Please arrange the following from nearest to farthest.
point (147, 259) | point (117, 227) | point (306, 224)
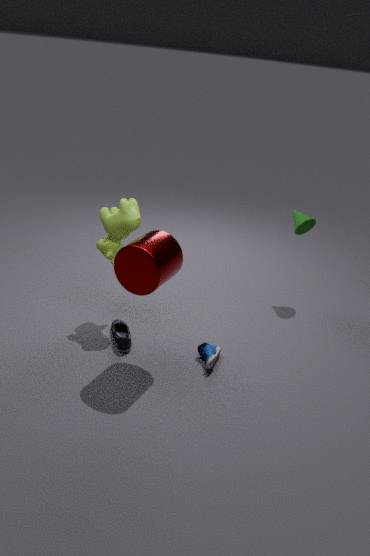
point (147, 259) < point (117, 227) < point (306, 224)
